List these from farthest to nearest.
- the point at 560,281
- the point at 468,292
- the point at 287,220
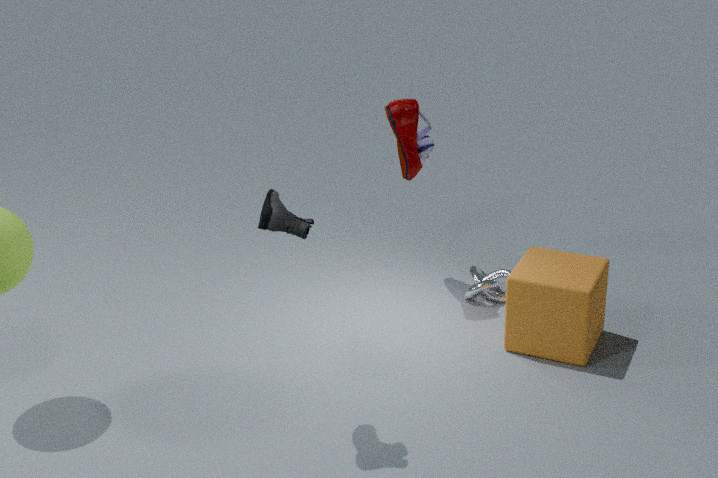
1. the point at 468,292
2. the point at 560,281
3. the point at 287,220
